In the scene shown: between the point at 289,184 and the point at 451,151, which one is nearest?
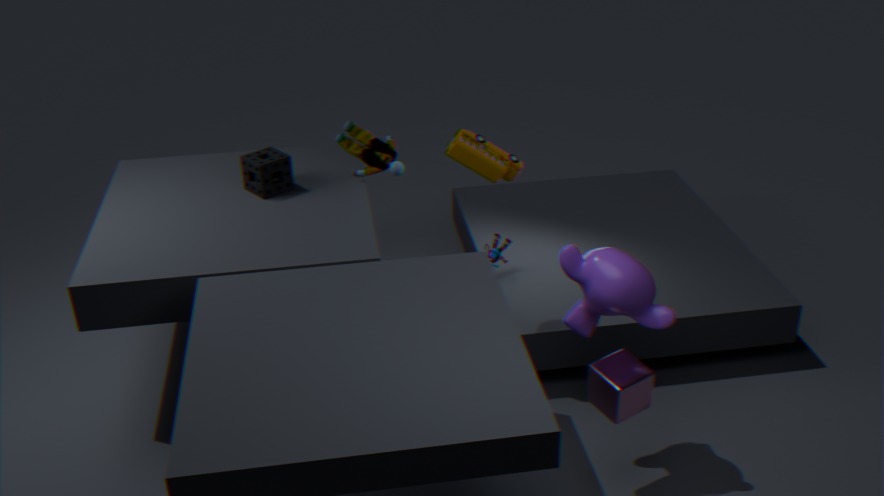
the point at 451,151
